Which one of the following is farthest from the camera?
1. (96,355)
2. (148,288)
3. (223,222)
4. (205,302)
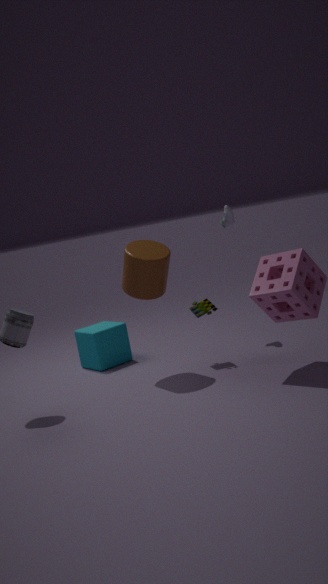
(223,222)
